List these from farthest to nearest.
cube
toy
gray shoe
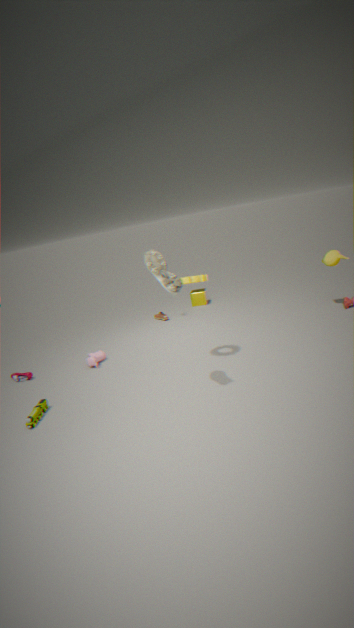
cube, toy, gray shoe
